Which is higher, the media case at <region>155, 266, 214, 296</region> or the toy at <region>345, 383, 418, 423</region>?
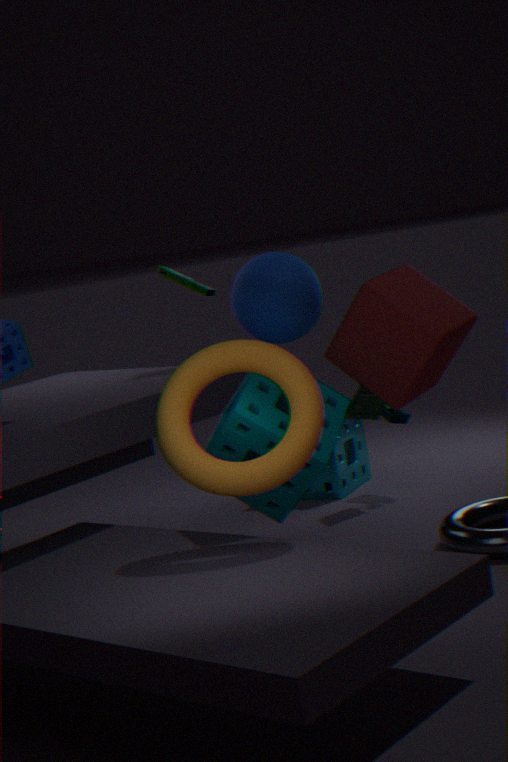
the media case at <region>155, 266, 214, 296</region>
